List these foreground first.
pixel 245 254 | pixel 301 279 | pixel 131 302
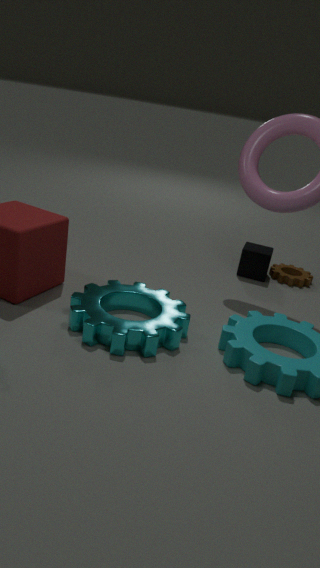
pixel 131 302, pixel 245 254, pixel 301 279
